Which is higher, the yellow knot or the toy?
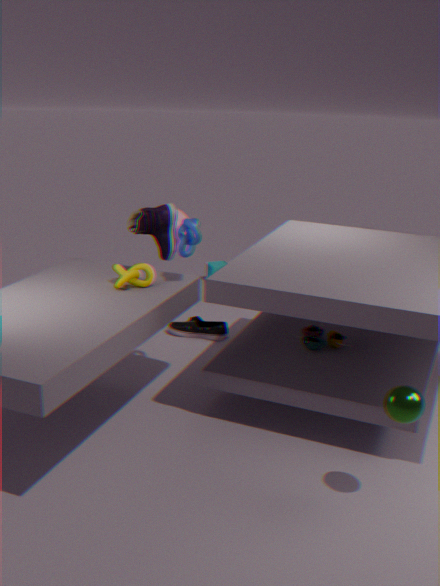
the yellow knot
